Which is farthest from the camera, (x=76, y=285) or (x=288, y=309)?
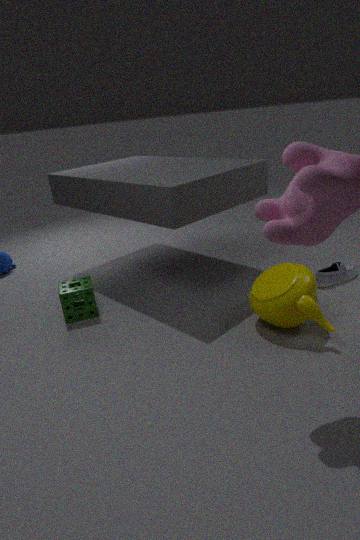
(x=76, y=285)
